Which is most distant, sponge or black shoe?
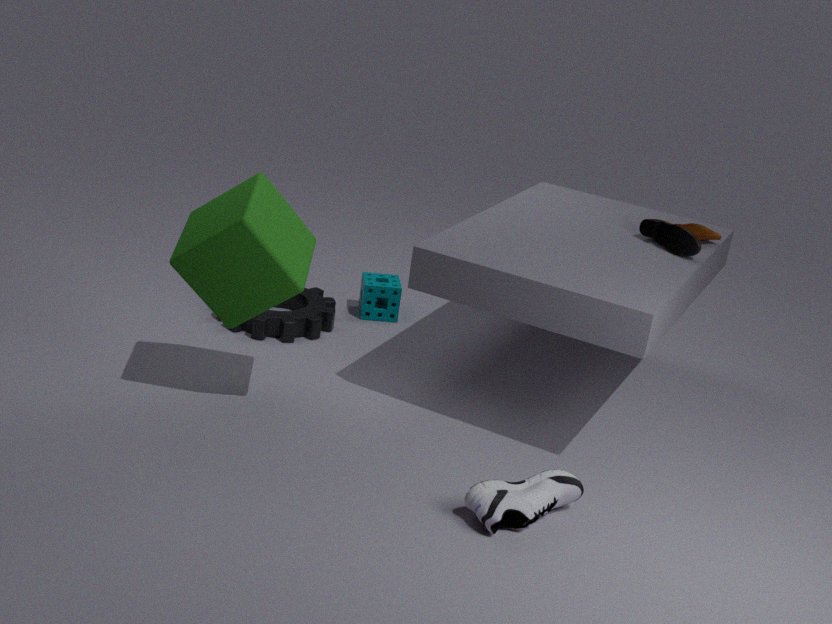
sponge
